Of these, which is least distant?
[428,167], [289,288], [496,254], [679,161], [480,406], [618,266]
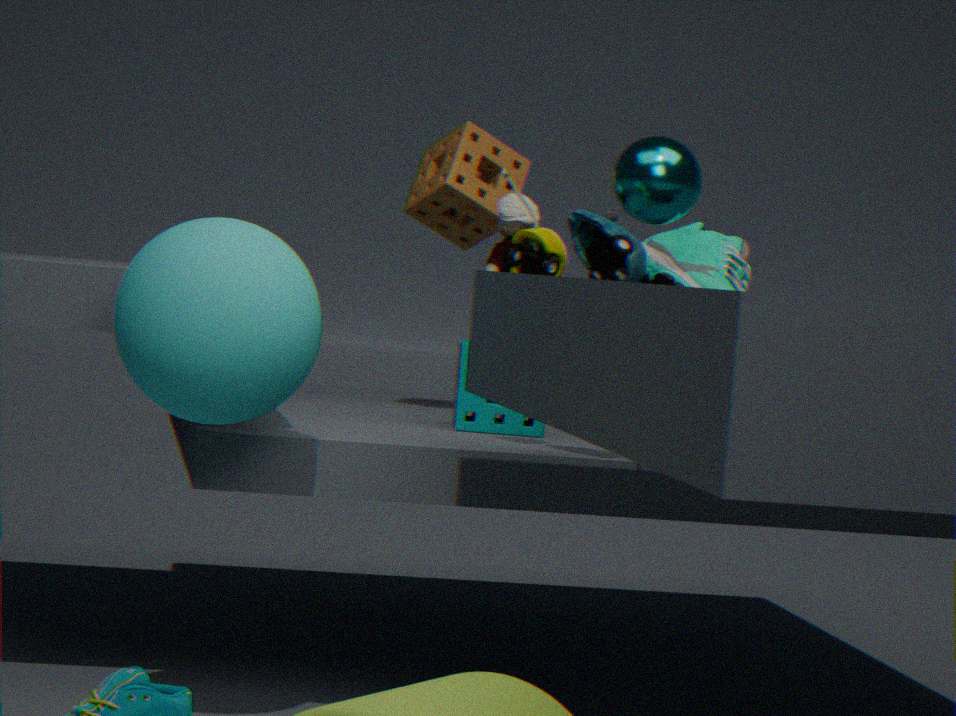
[289,288]
